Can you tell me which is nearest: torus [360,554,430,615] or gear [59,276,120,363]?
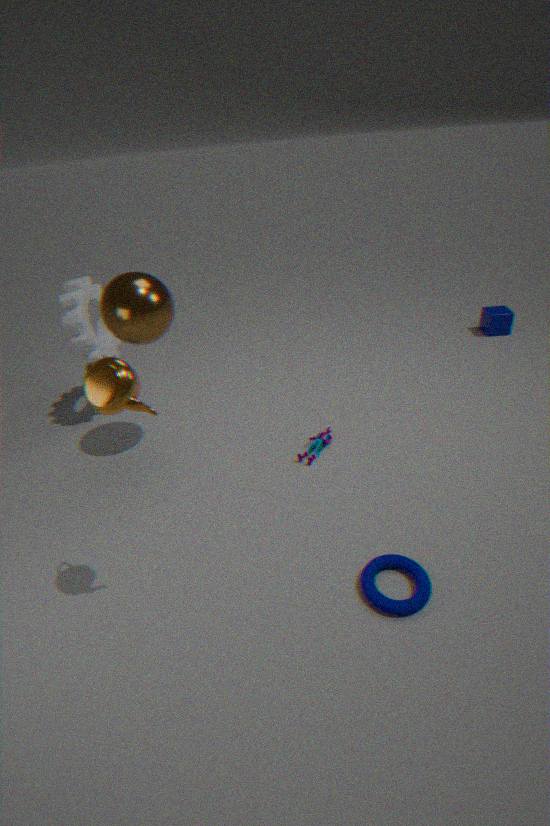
torus [360,554,430,615]
